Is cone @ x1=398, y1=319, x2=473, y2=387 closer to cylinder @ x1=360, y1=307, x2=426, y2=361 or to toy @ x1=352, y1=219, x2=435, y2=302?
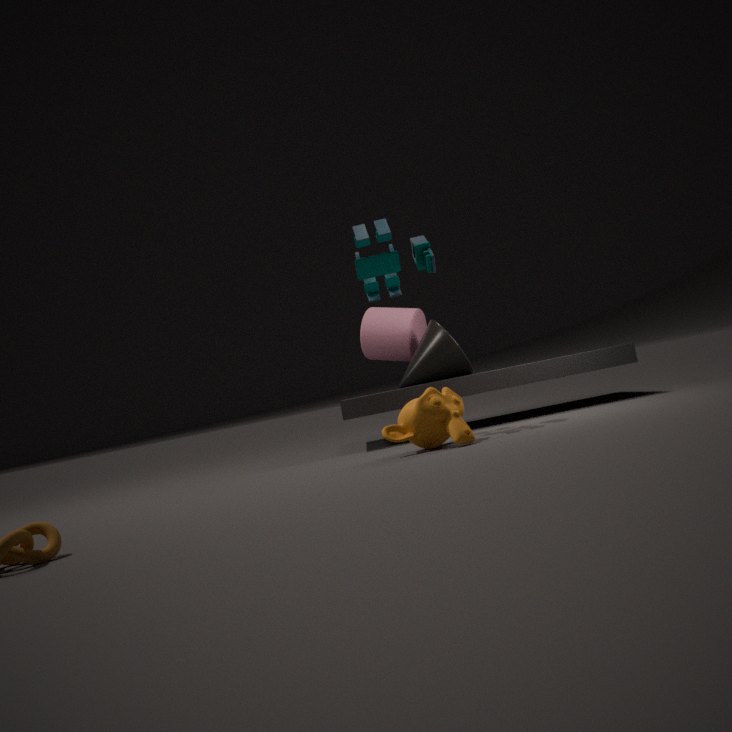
cylinder @ x1=360, y1=307, x2=426, y2=361
